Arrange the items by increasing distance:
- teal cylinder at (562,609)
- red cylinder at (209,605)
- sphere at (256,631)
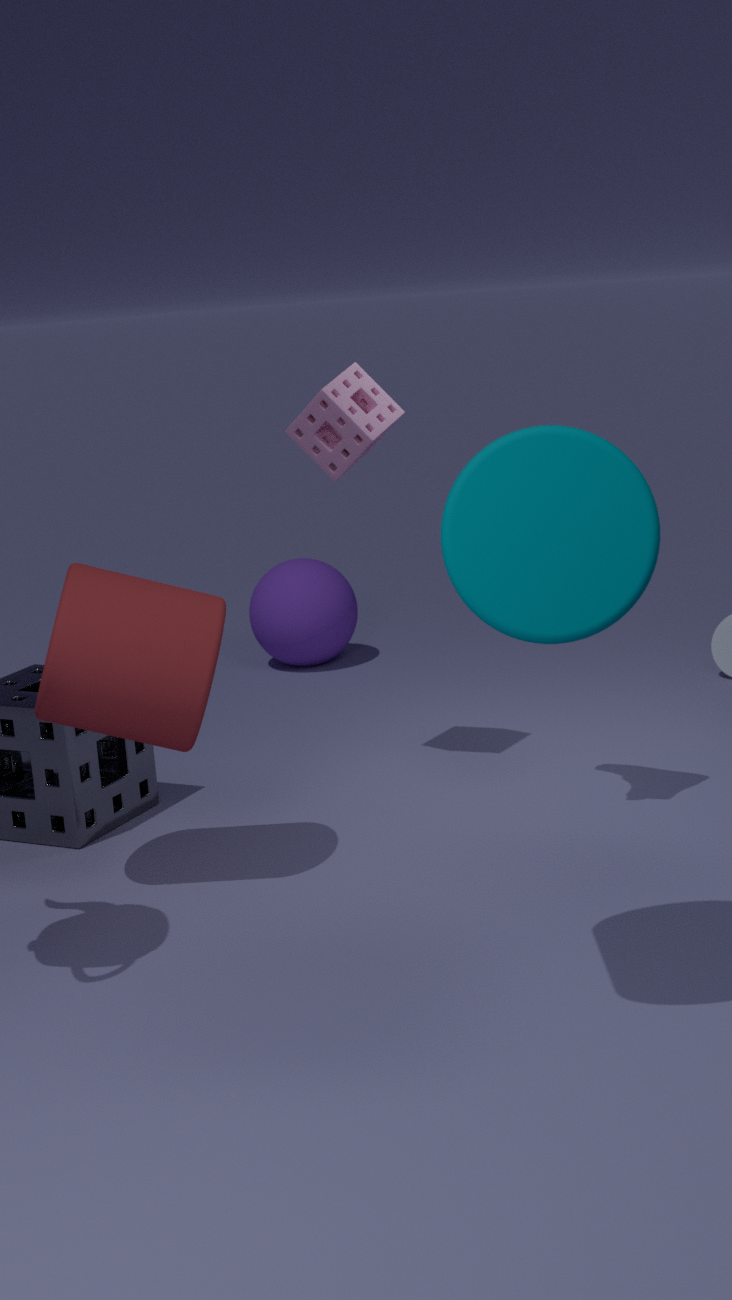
1. teal cylinder at (562,609)
2. red cylinder at (209,605)
3. sphere at (256,631)
